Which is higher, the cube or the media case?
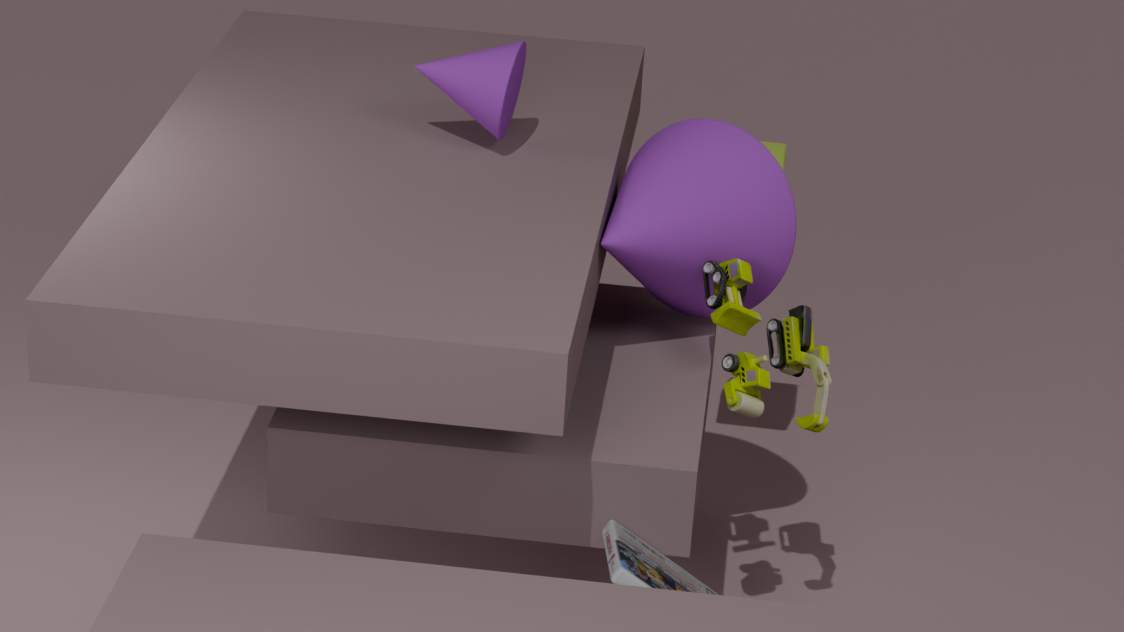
the cube
